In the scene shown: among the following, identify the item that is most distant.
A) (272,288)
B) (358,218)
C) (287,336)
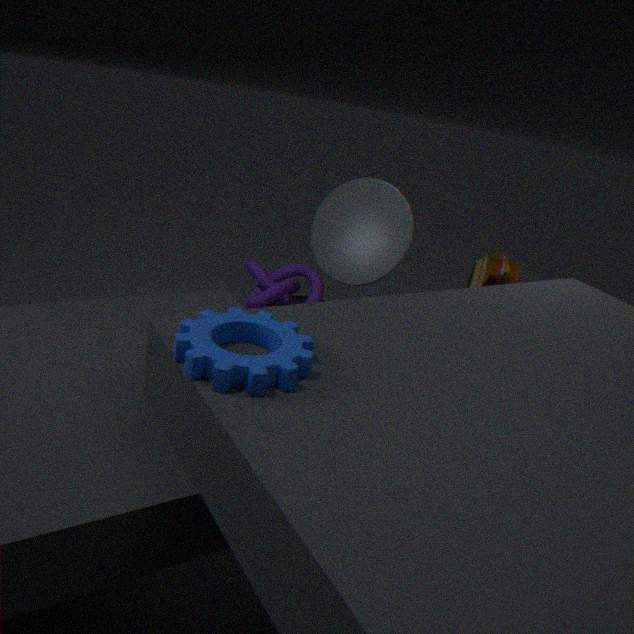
(272,288)
